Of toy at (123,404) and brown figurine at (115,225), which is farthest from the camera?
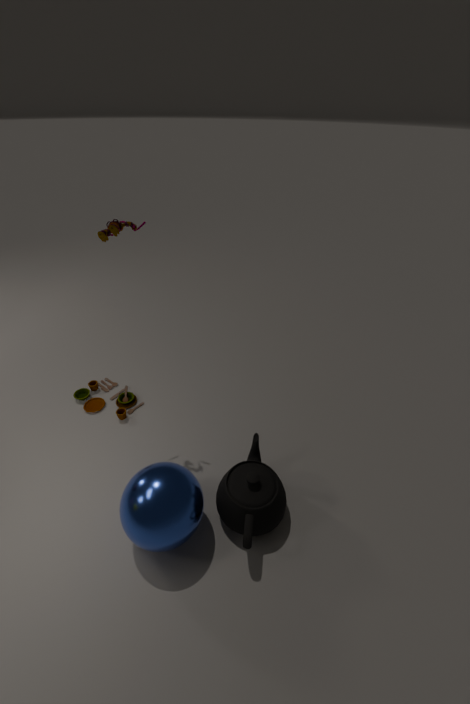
toy at (123,404)
